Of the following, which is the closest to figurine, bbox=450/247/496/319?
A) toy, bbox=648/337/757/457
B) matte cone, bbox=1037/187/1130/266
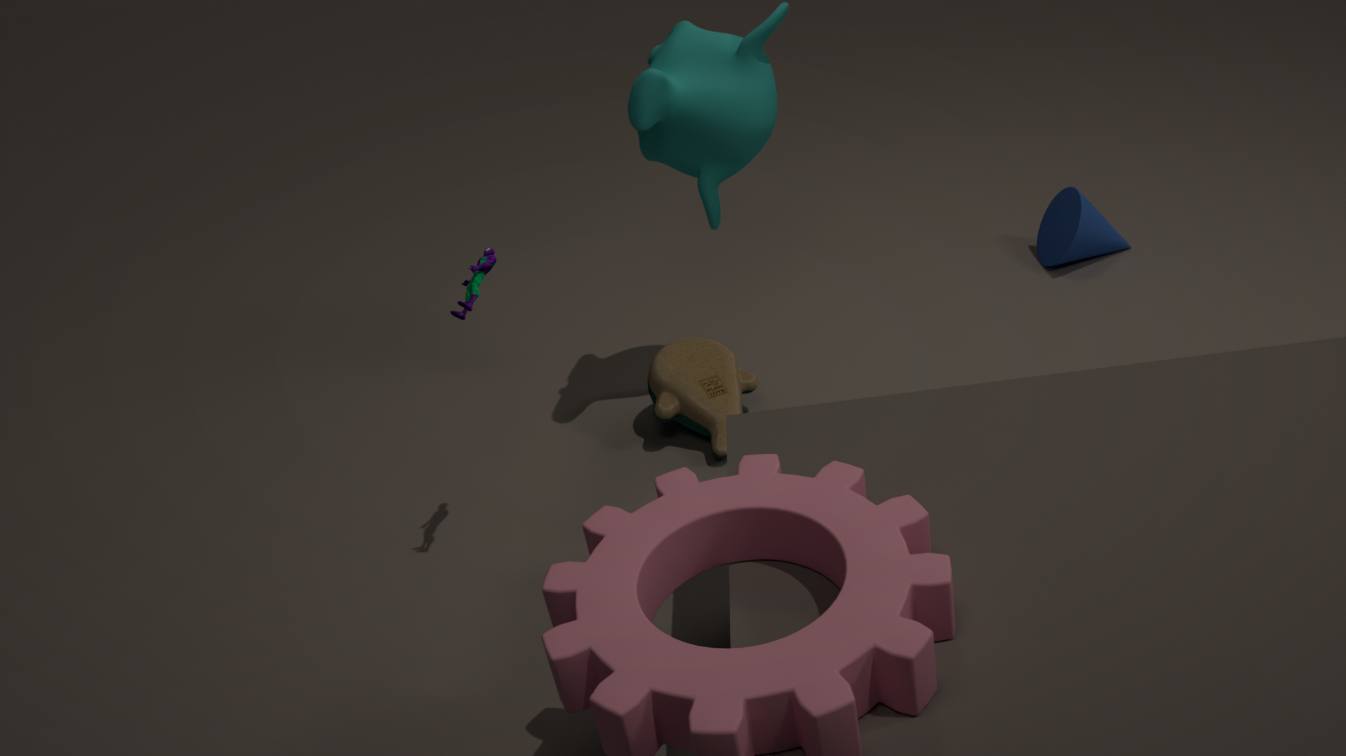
toy, bbox=648/337/757/457
